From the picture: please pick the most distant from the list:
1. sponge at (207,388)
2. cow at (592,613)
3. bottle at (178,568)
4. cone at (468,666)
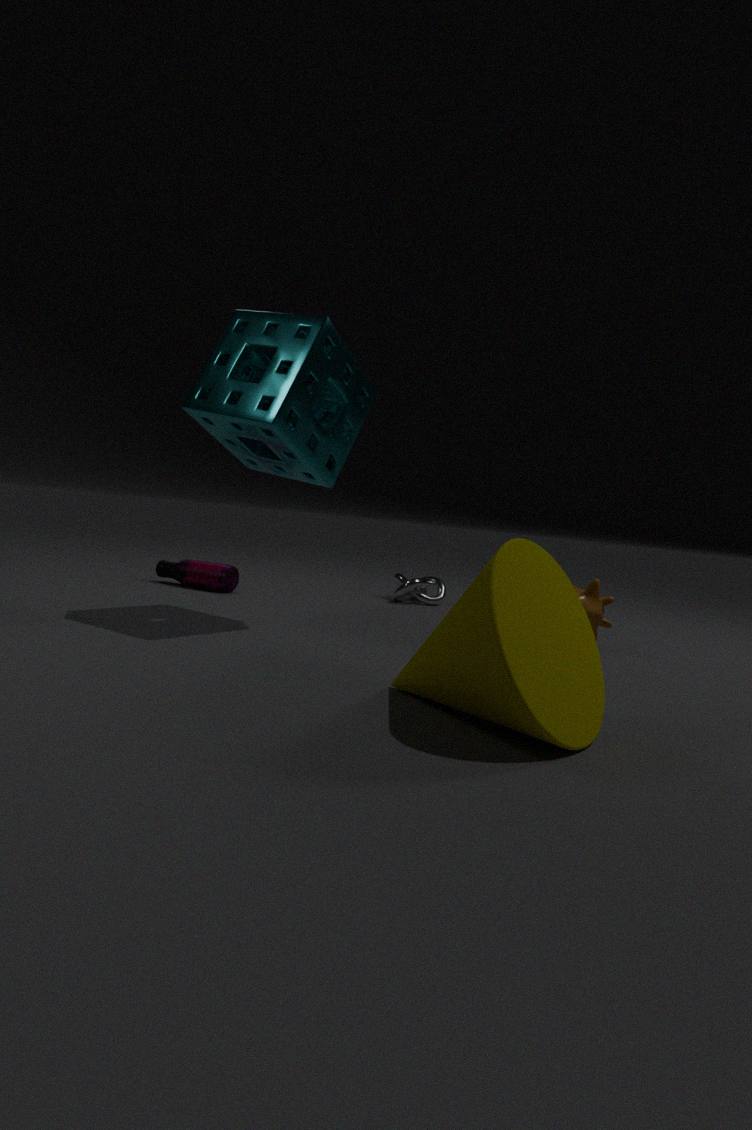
bottle at (178,568)
